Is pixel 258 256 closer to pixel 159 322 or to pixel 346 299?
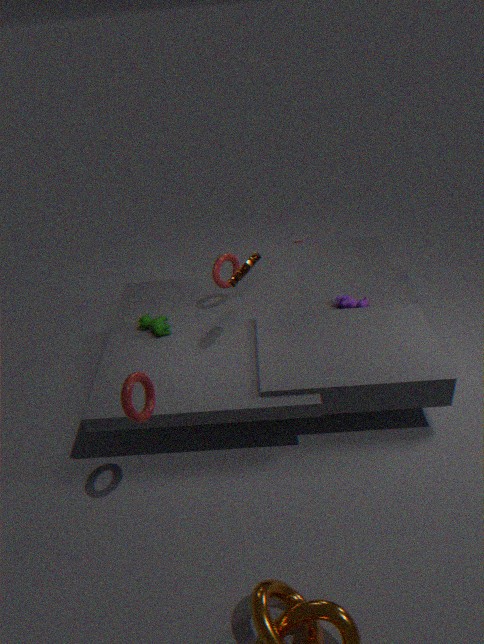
pixel 159 322
